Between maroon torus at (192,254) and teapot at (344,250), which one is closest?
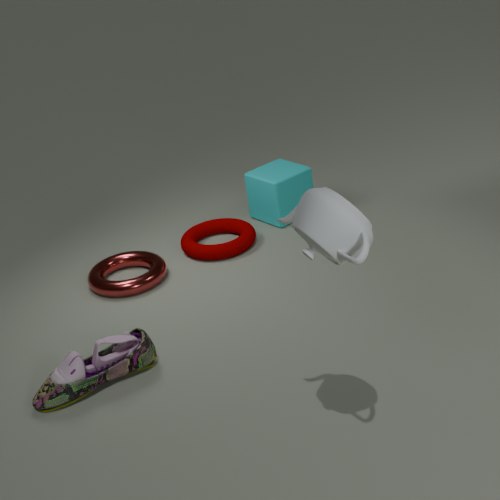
teapot at (344,250)
